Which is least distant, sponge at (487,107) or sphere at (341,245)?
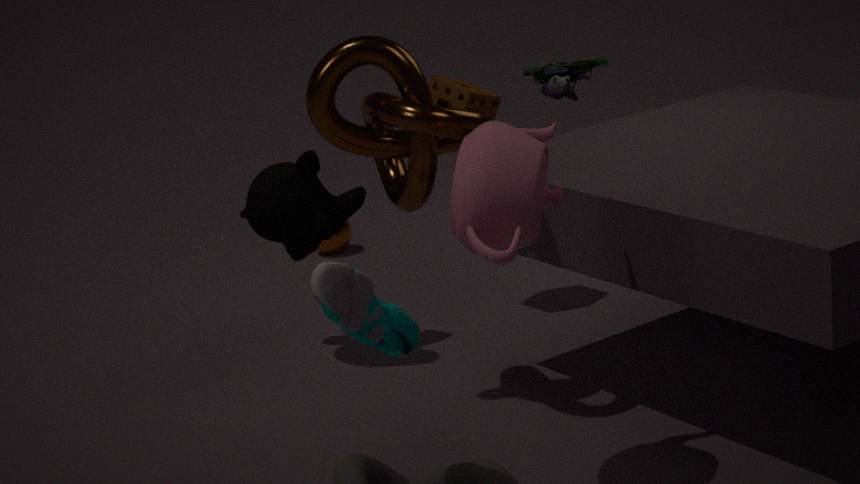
sponge at (487,107)
